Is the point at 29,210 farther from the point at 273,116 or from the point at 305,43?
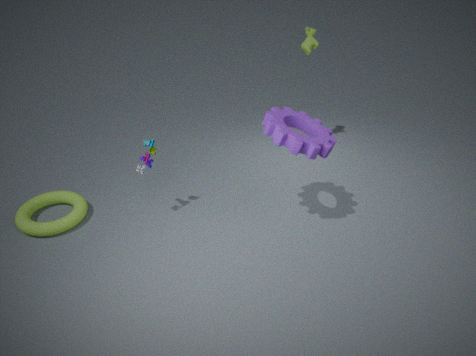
the point at 305,43
